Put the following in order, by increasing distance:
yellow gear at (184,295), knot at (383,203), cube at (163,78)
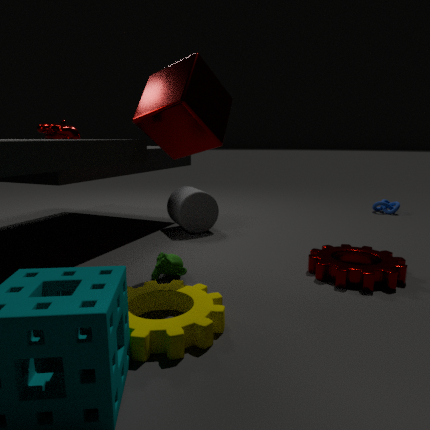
1. yellow gear at (184,295)
2. cube at (163,78)
3. knot at (383,203)
